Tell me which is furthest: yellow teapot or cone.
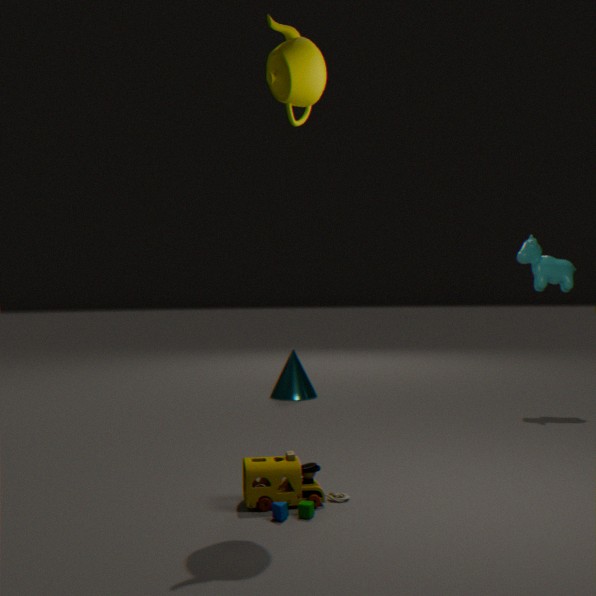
cone
